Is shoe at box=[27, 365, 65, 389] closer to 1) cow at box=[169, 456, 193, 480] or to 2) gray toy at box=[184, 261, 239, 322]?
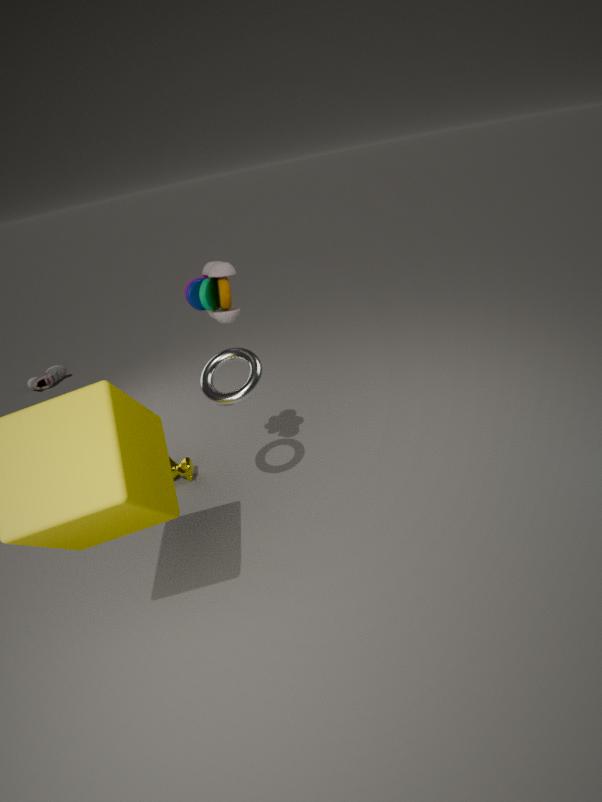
1) cow at box=[169, 456, 193, 480]
